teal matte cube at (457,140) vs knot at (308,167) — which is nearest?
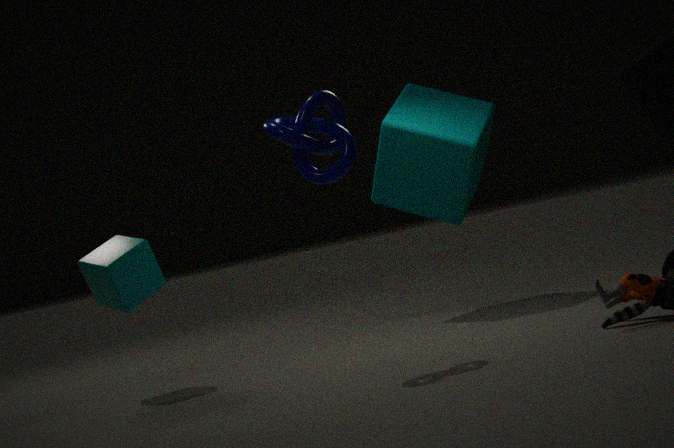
knot at (308,167)
